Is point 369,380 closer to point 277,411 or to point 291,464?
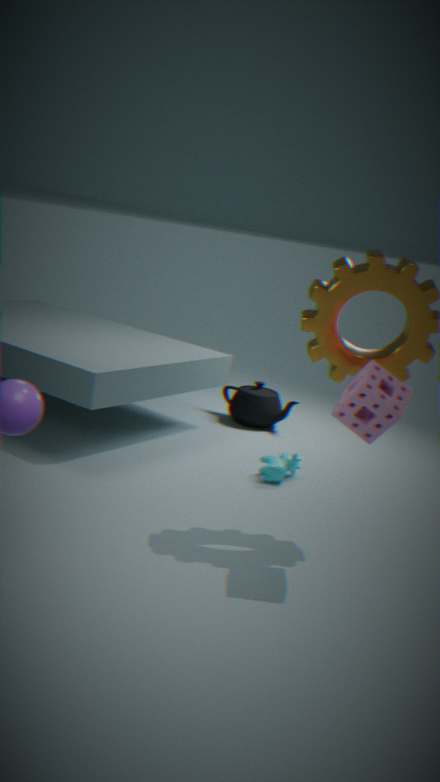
point 291,464
